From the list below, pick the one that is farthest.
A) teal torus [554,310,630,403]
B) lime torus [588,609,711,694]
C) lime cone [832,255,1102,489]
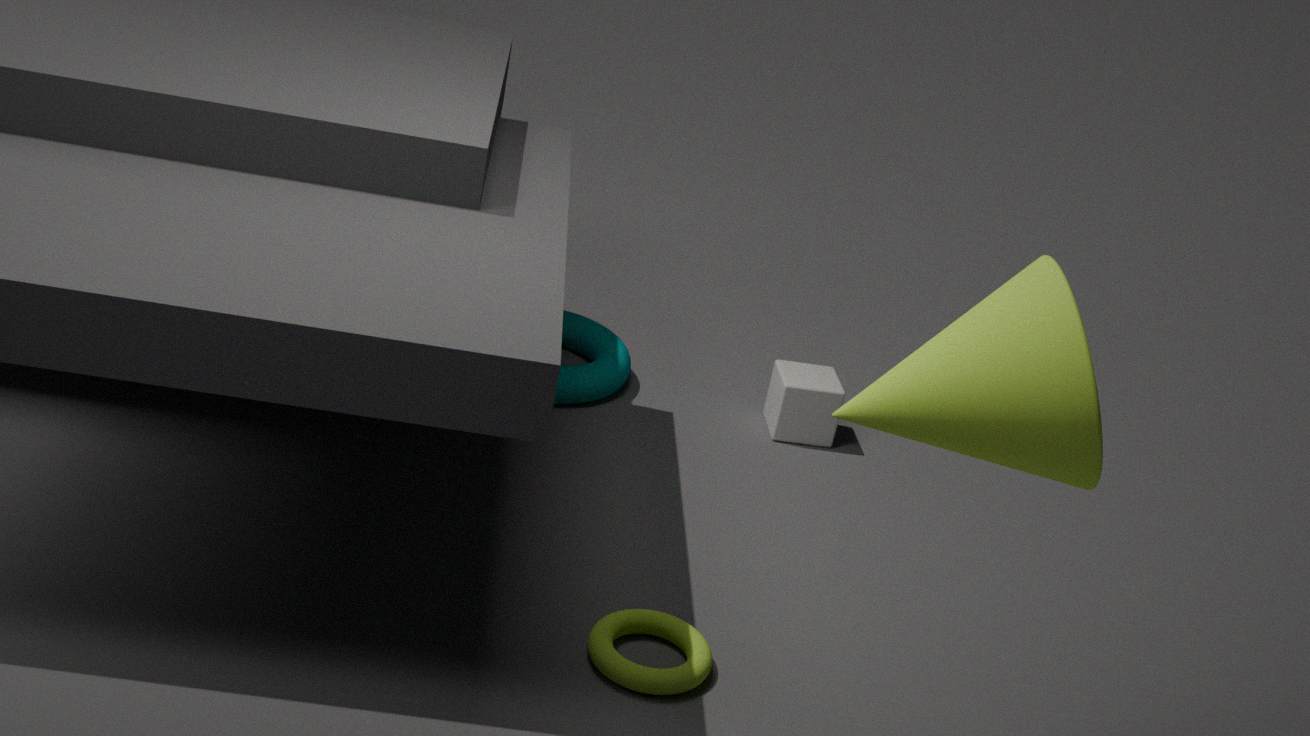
teal torus [554,310,630,403]
